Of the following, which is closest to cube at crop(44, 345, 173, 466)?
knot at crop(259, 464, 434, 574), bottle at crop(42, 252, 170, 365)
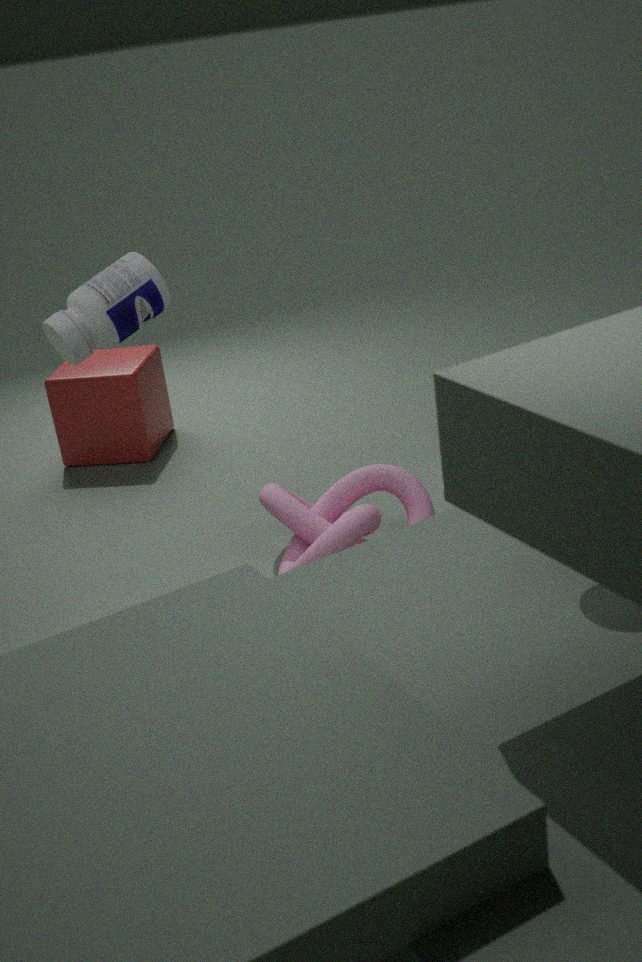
knot at crop(259, 464, 434, 574)
